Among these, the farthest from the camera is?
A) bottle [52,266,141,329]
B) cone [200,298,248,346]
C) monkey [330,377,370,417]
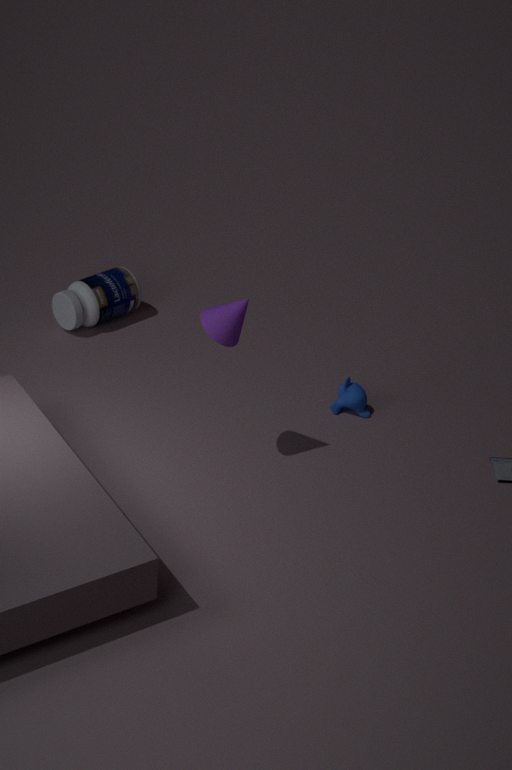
bottle [52,266,141,329]
